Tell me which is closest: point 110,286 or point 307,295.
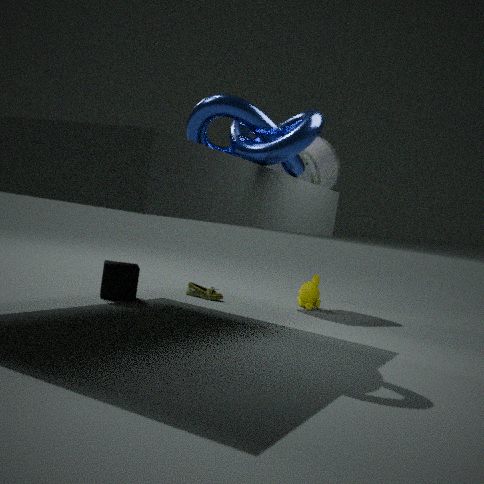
point 110,286
